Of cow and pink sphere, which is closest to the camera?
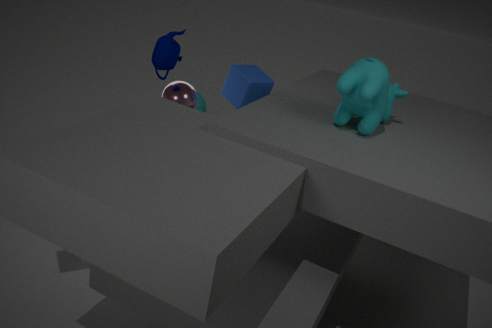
cow
